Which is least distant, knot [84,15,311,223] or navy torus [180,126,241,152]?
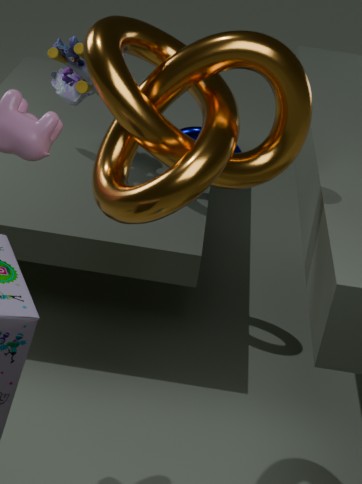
knot [84,15,311,223]
